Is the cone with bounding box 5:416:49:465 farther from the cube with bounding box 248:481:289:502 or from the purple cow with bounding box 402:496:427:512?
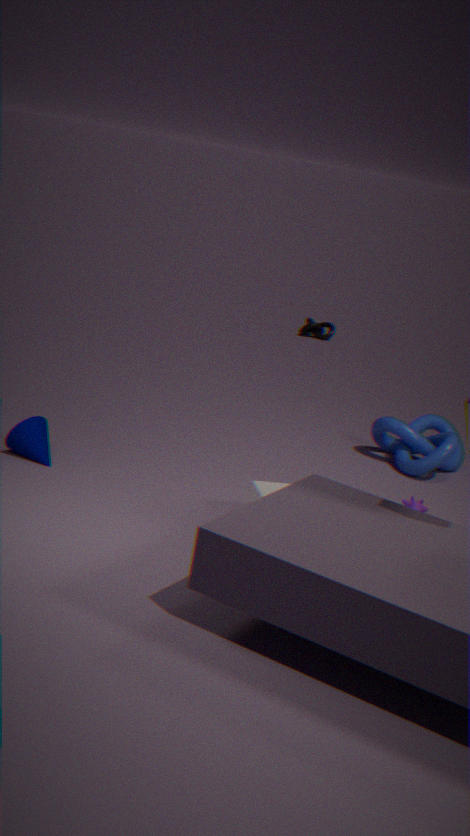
the purple cow with bounding box 402:496:427:512
